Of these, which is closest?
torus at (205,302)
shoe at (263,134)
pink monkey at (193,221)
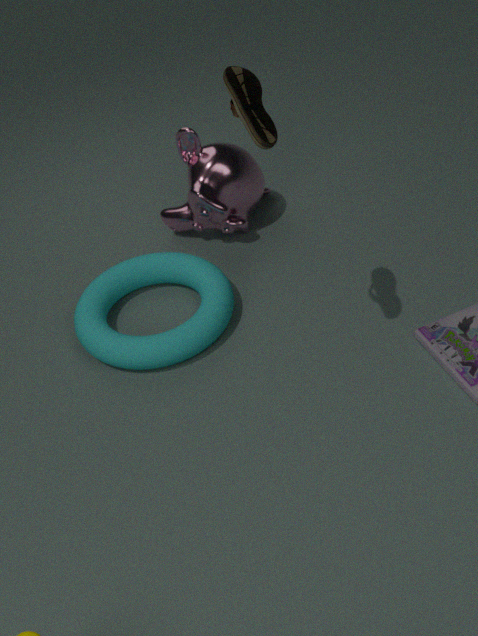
shoe at (263,134)
